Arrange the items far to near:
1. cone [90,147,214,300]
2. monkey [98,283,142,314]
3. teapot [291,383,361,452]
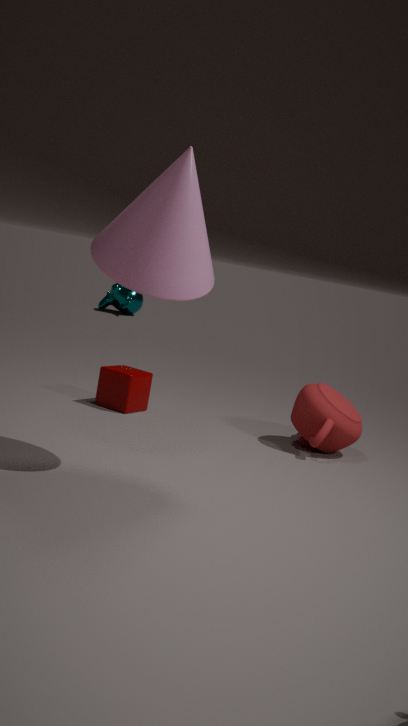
monkey [98,283,142,314] → teapot [291,383,361,452] → cone [90,147,214,300]
